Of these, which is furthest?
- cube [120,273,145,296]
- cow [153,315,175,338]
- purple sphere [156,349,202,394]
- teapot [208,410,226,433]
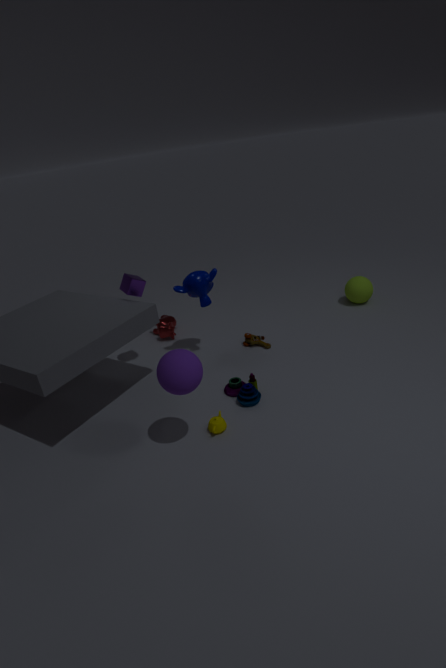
cow [153,315,175,338]
